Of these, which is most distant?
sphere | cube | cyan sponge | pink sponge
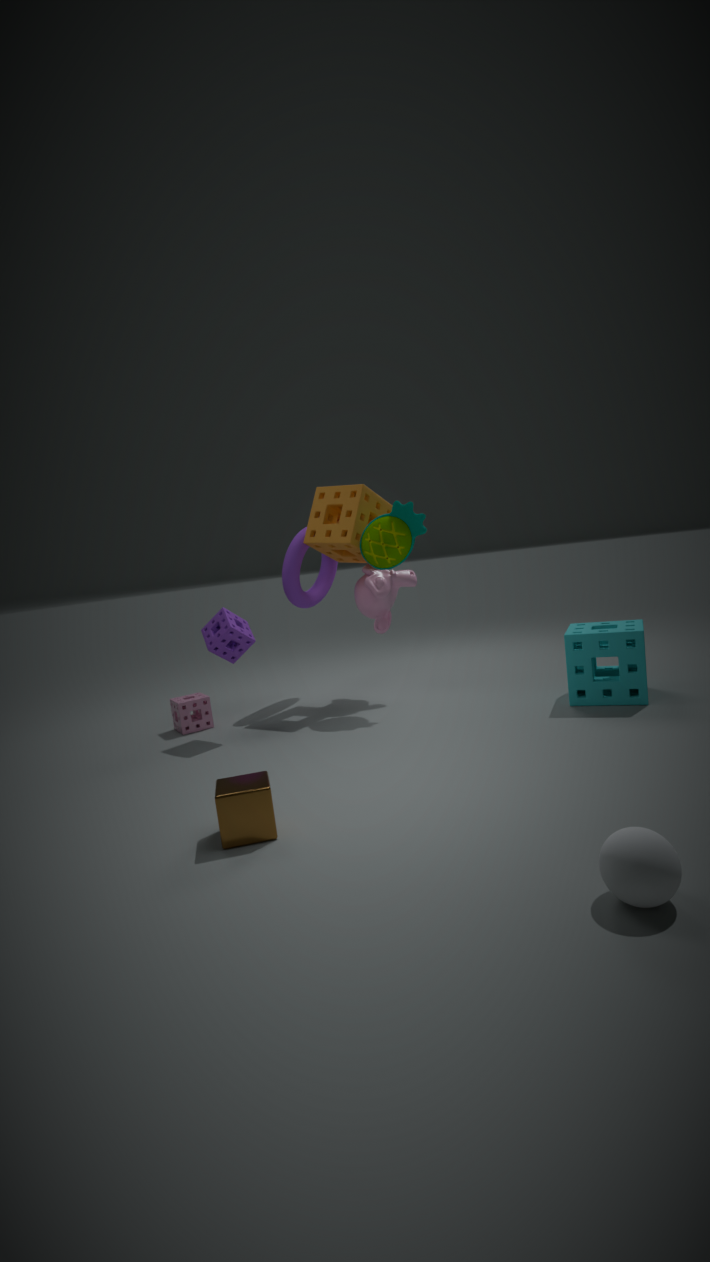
pink sponge
